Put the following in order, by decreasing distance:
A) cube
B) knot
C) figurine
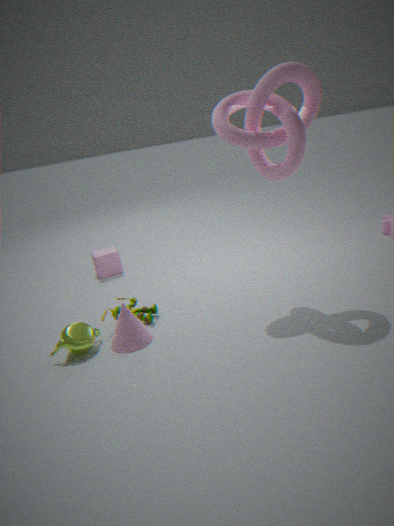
cube
figurine
knot
